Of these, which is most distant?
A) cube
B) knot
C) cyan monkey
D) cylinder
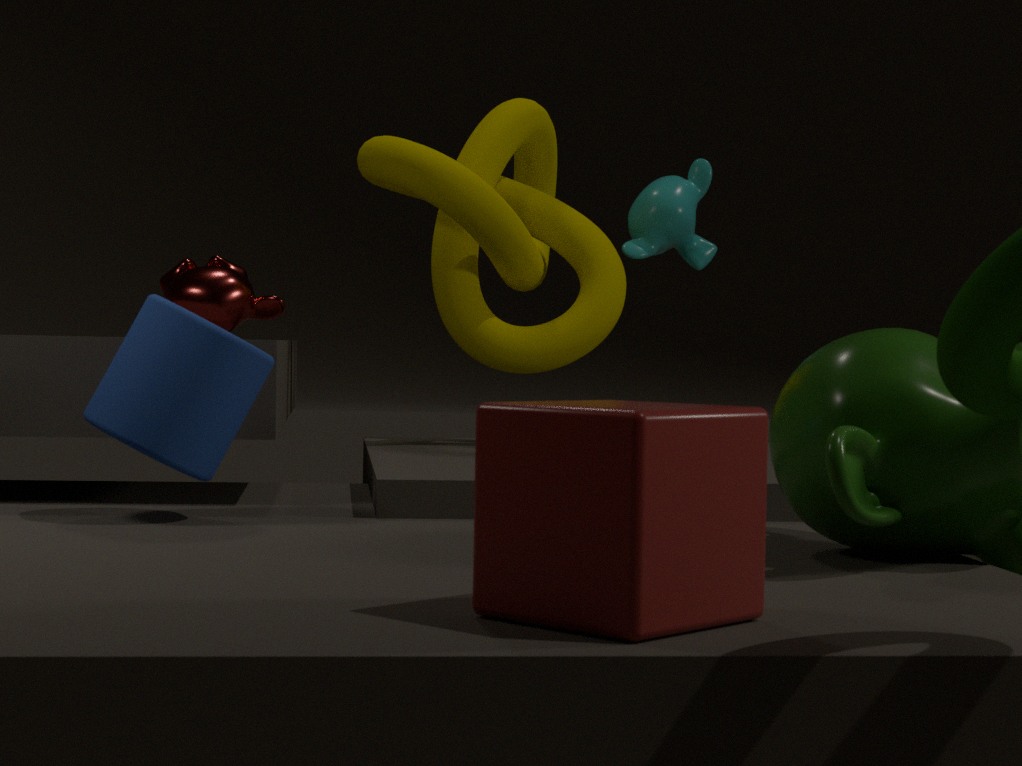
cyan monkey
